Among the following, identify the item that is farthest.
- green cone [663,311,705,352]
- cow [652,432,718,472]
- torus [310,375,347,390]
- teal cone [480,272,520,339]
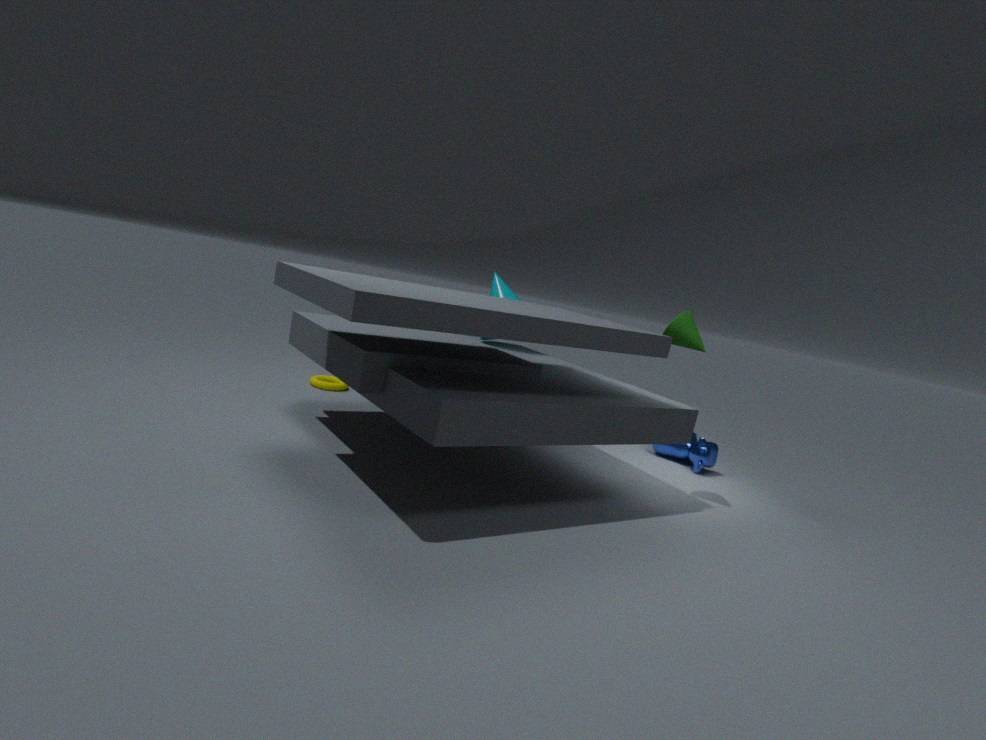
torus [310,375,347,390]
